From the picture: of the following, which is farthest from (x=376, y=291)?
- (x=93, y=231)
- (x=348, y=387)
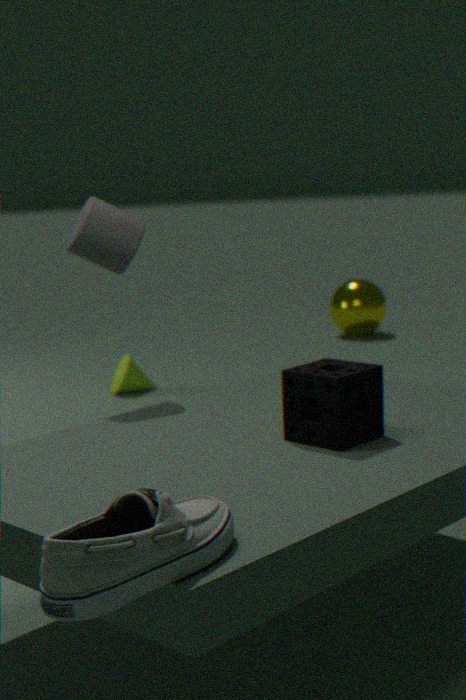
(x=348, y=387)
